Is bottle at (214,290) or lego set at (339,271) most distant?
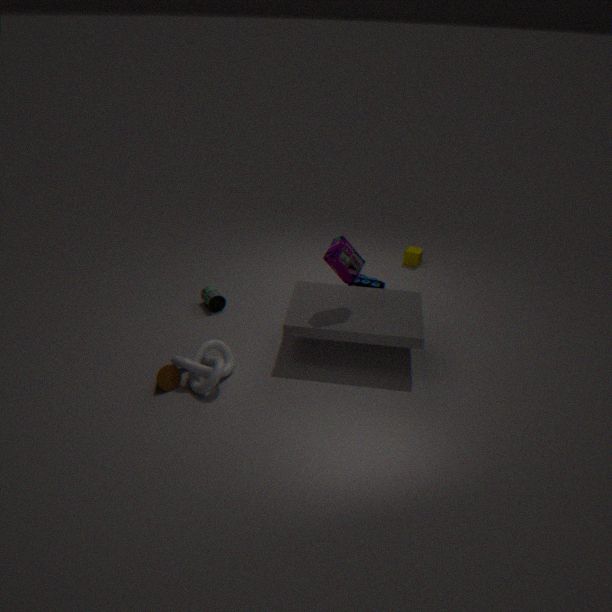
bottle at (214,290)
